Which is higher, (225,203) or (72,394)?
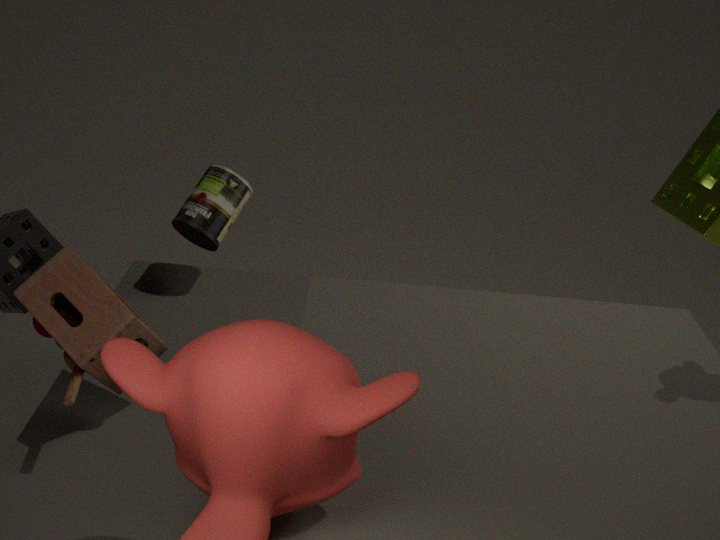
(225,203)
